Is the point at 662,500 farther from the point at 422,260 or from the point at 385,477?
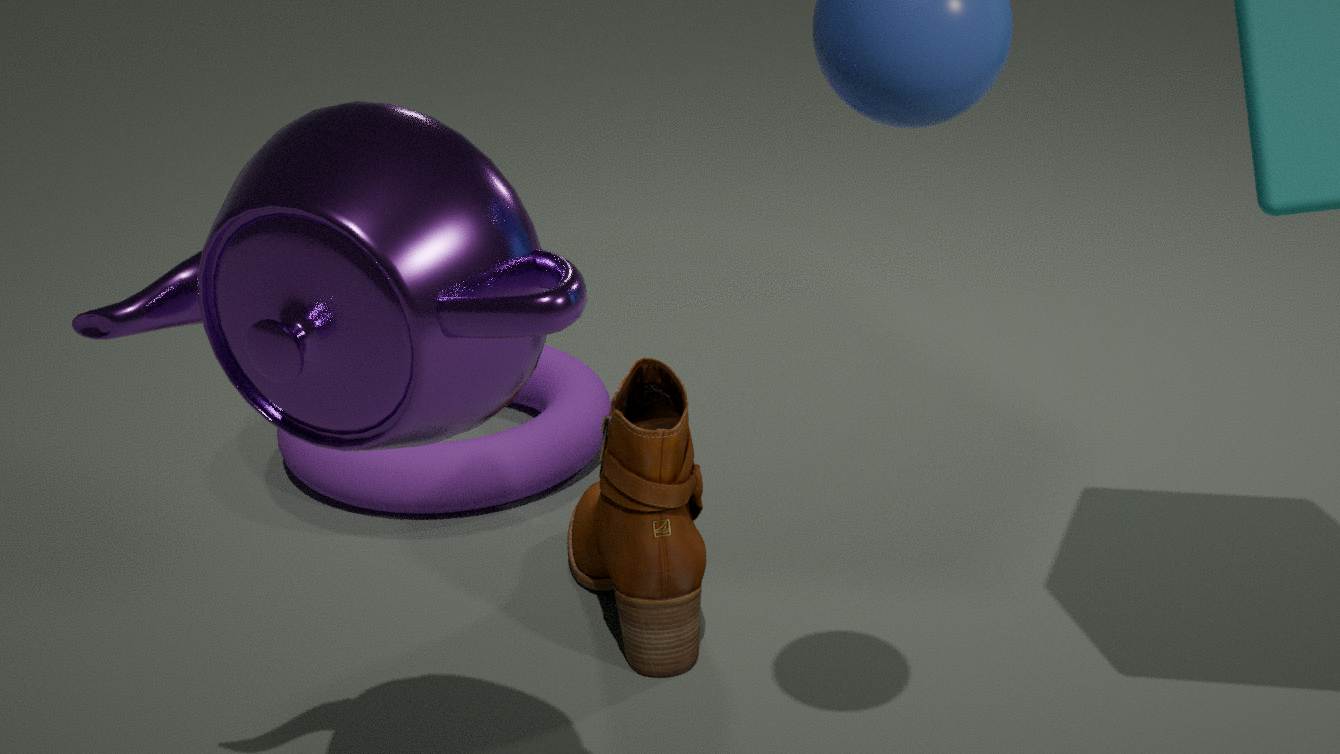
the point at 422,260
